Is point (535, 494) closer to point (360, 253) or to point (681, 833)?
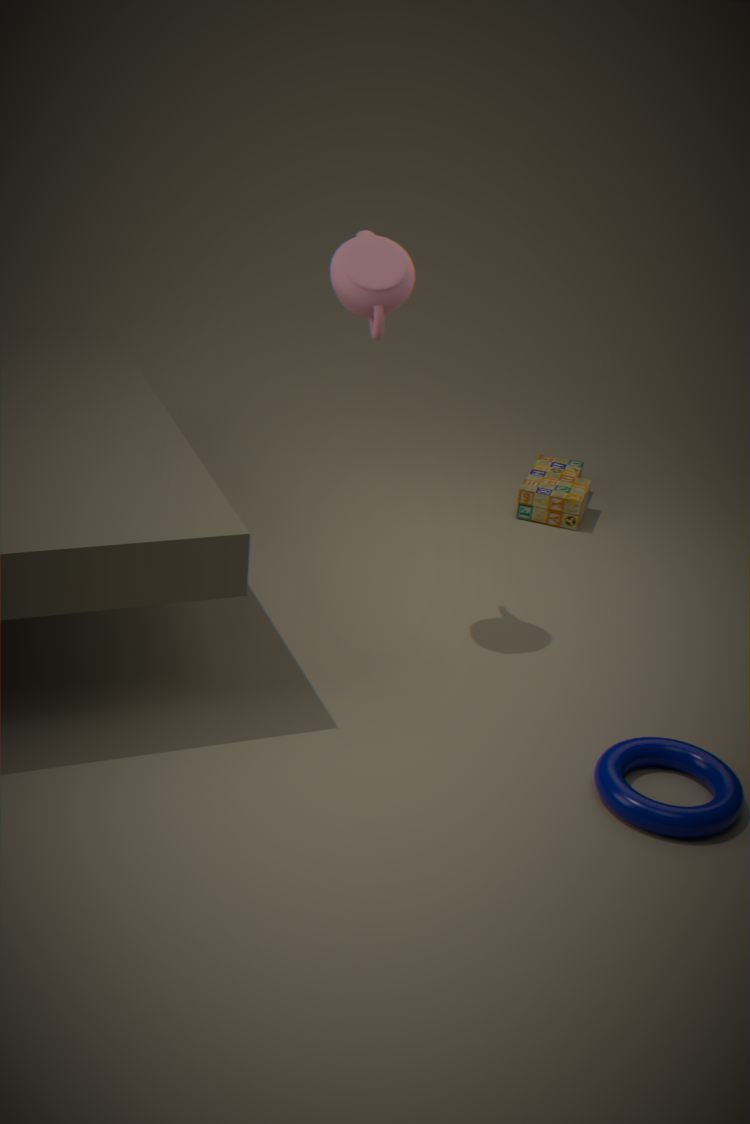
point (360, 253)
